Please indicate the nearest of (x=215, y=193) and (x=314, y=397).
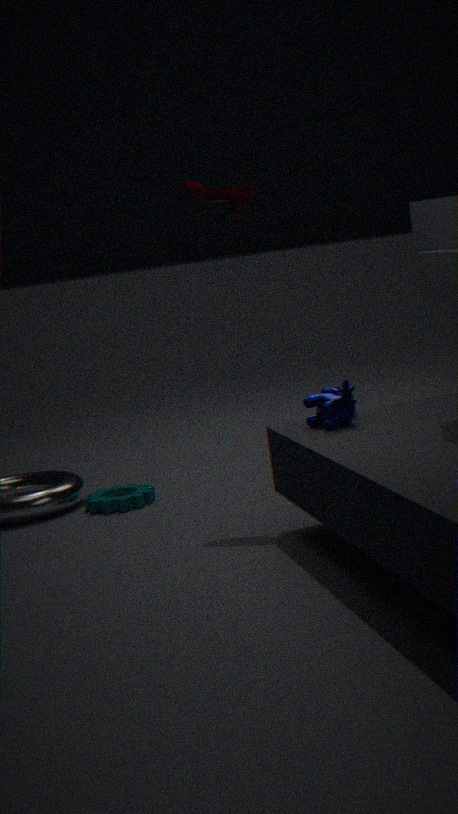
(x=314, y=397)
